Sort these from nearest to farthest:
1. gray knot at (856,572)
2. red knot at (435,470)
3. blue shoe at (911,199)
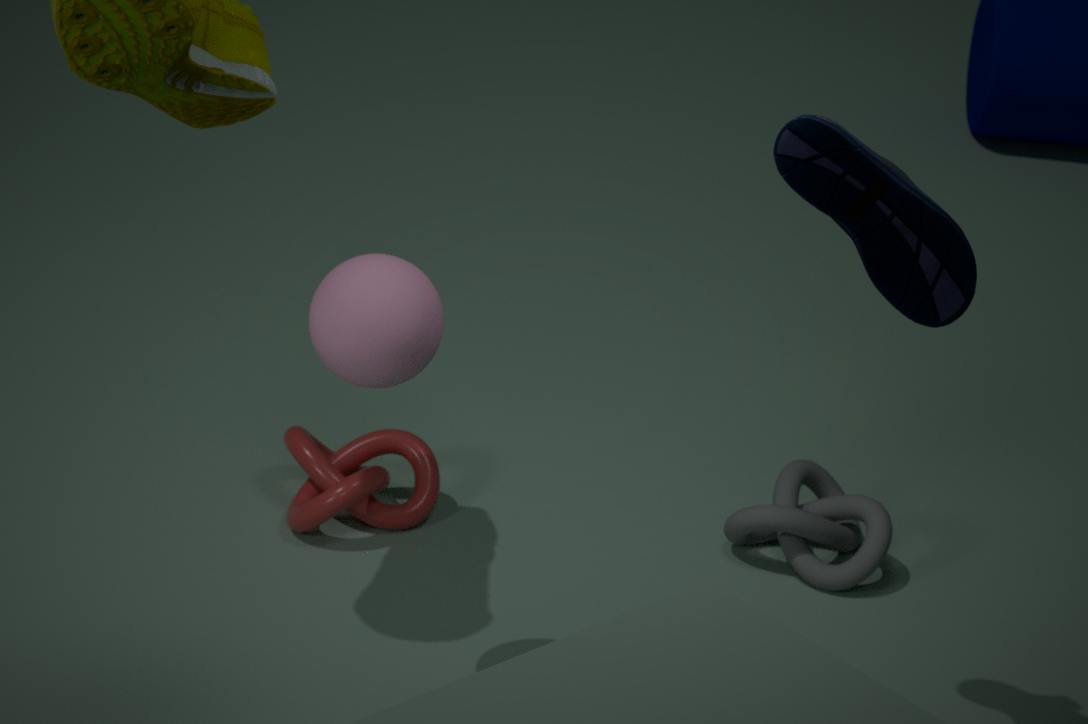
blue shoe at (911,199) < red knot at (435,470) < gray knot at (856,572)
